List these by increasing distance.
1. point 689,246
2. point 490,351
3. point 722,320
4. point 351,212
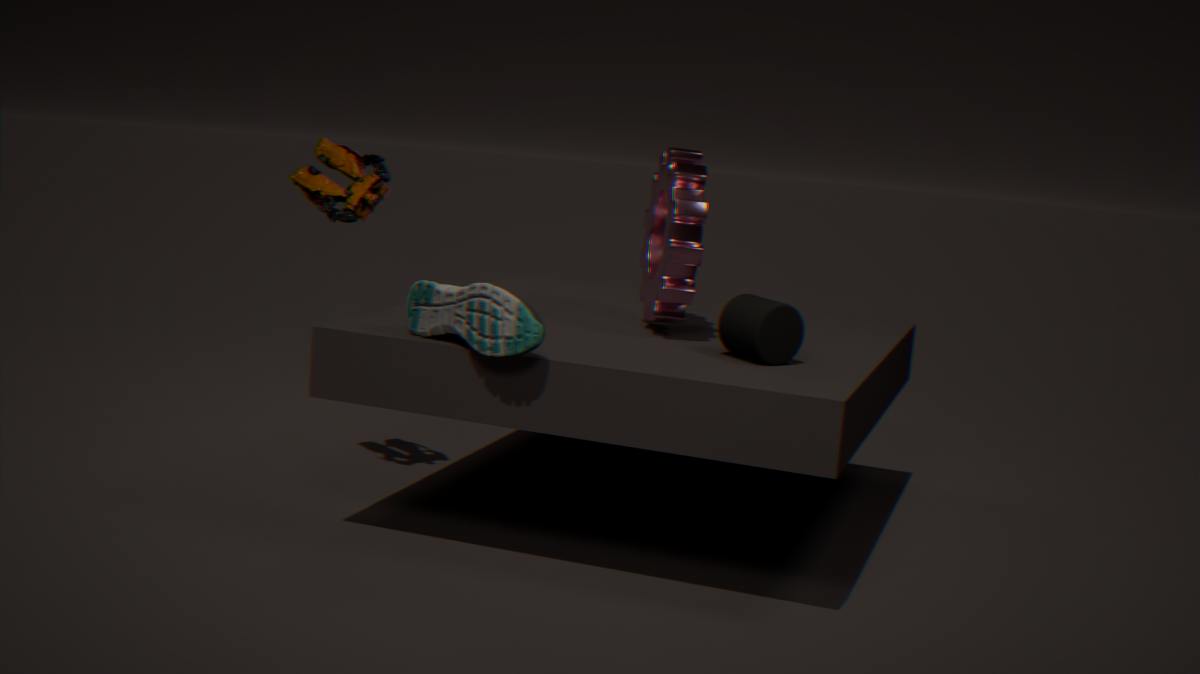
1. point 490,351
2. point 722,320
3. point 689,246
4. point 351,212
